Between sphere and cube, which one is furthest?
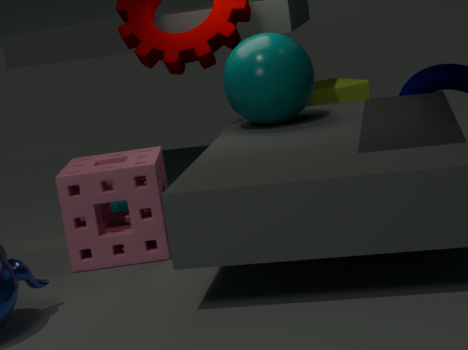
cube
